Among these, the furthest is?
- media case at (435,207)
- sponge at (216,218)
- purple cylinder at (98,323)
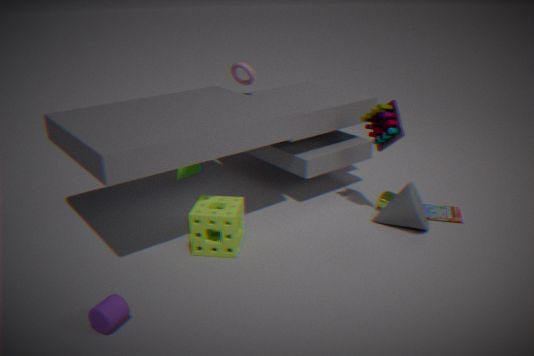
media case at (435,207)
